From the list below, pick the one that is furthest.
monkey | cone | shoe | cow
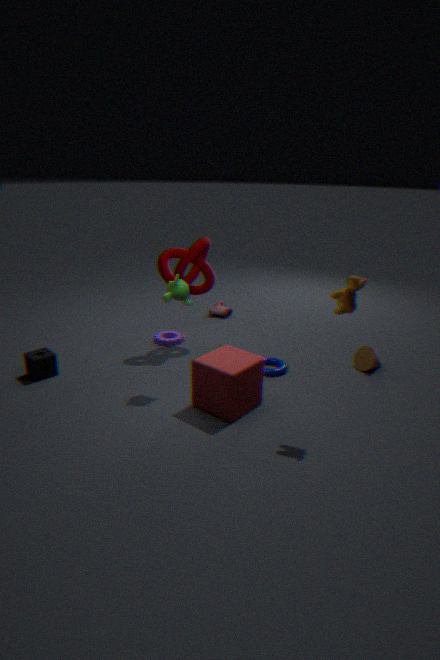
shoe
